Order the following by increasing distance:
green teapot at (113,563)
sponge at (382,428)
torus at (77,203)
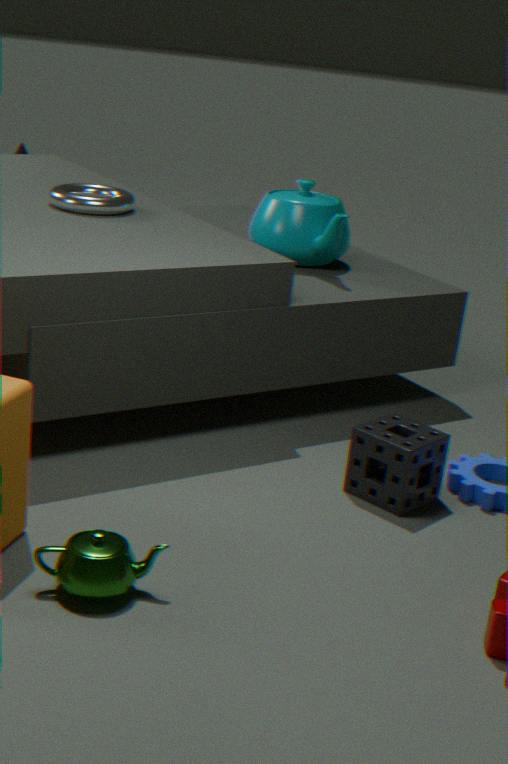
green teapot at (113,563)
sponge at (382,428)
torus at (77,203)
